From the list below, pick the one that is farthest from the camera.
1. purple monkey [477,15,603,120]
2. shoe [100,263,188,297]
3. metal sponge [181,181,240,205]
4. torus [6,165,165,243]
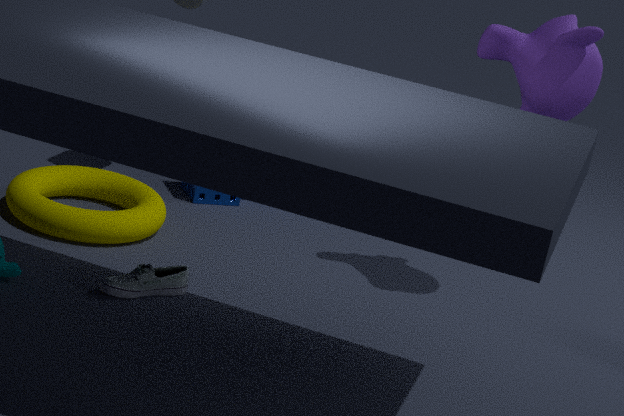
metal sponge [181,181,240,205]
